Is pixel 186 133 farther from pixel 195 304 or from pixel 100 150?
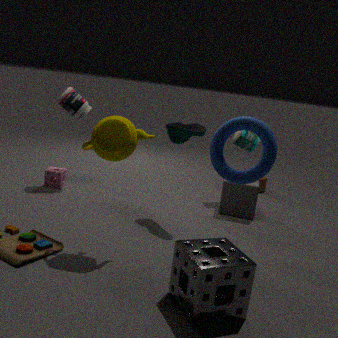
pixel 195 304
